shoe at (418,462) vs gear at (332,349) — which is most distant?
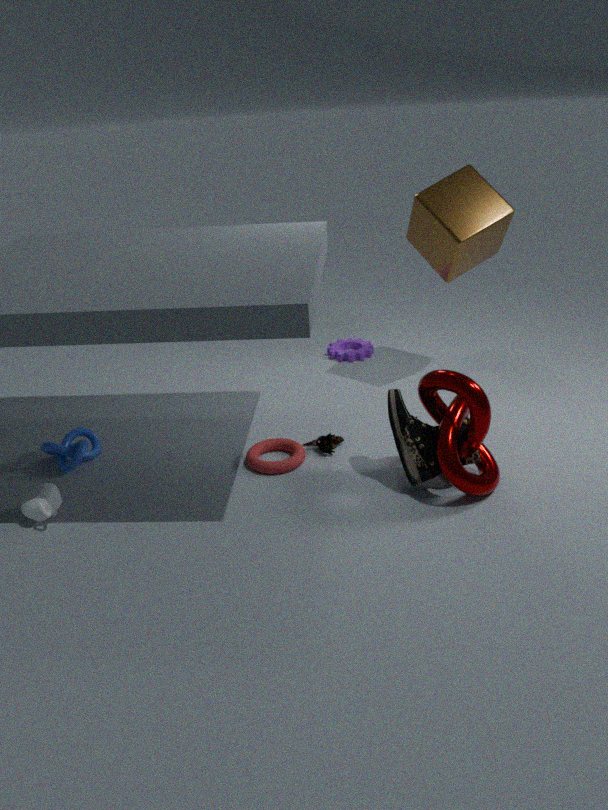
gear at (332,349)
